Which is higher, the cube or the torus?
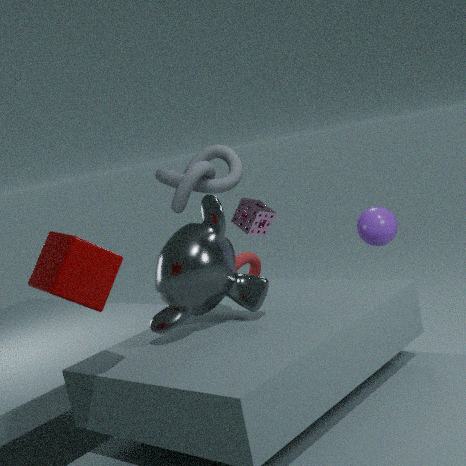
the cube
